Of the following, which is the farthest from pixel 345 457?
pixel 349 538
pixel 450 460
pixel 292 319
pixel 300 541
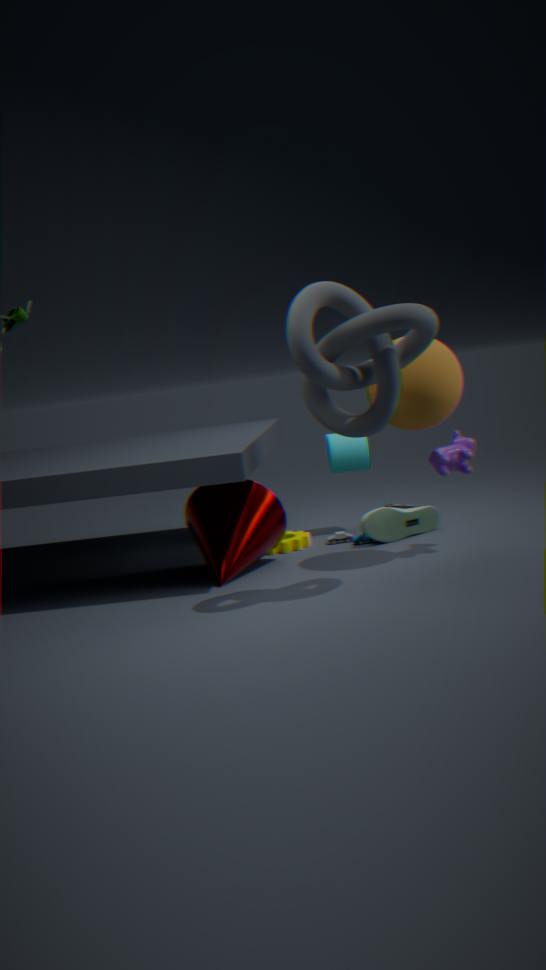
pixel 292 319
